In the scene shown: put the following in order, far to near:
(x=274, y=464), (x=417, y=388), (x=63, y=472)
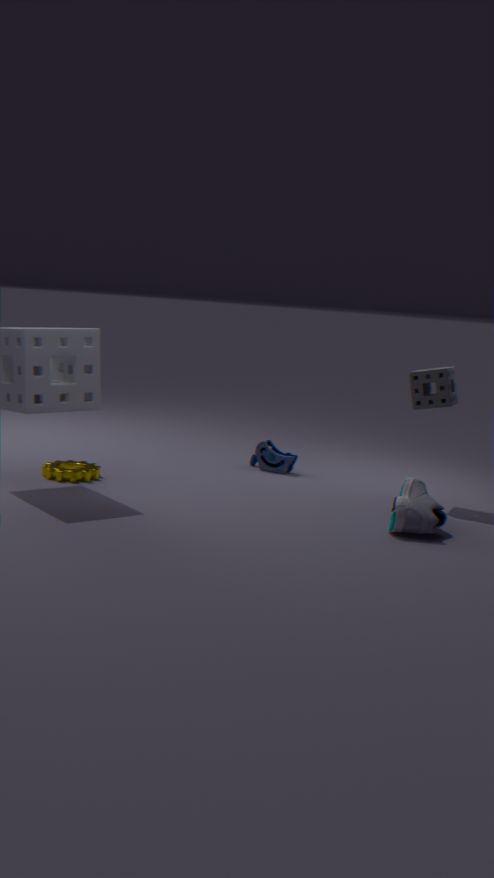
1. (x=274, y=464)
2. (x=417, y=388)
3. (x=63, y=472)
